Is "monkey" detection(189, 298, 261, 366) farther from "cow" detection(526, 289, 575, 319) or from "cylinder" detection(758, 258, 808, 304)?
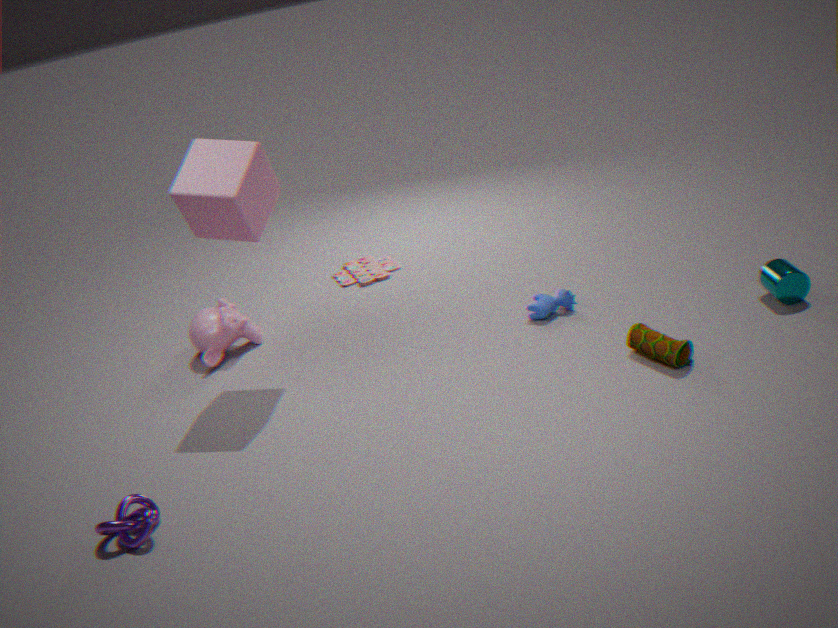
"cylinder" detection(758, 258, 808, 304)
